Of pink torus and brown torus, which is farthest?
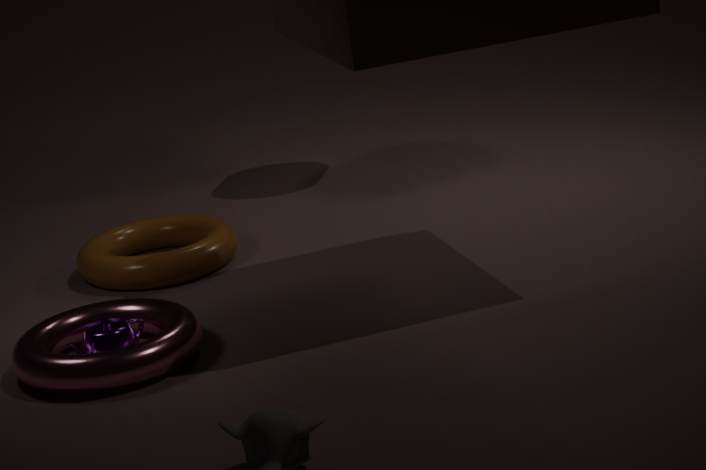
brown torus
